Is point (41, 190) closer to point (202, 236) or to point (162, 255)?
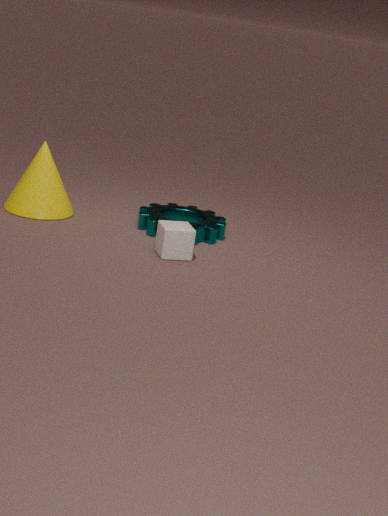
point (202, 236)
